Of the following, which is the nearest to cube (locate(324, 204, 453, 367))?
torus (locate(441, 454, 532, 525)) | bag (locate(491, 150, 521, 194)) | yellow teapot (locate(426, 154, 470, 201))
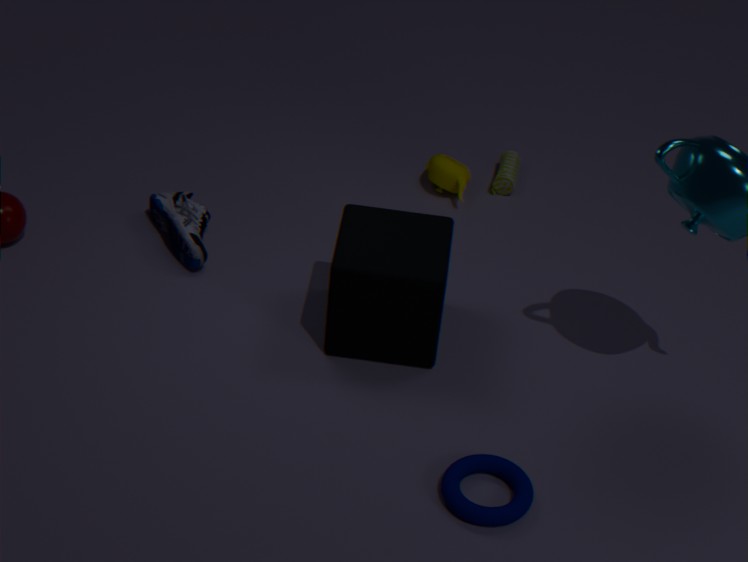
torus (locate(441, 454, 532, 525))
